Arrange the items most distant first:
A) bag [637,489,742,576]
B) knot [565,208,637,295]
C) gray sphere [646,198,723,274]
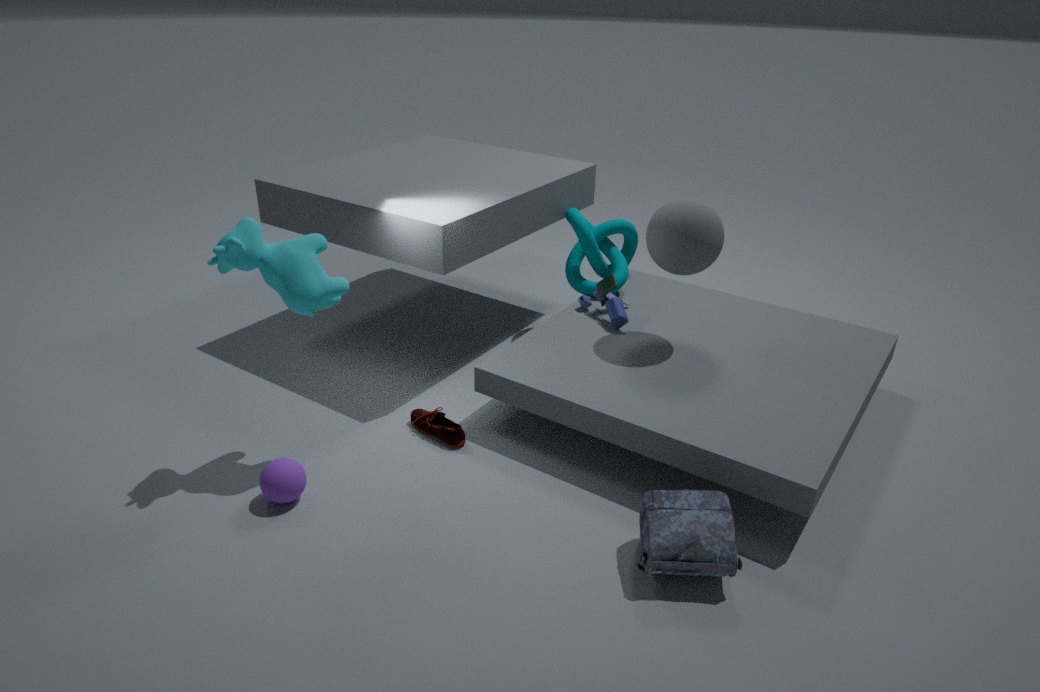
knot [565,208,637,295] → gray sphere [646,198,723,274] → bag [637,489,742,576]
